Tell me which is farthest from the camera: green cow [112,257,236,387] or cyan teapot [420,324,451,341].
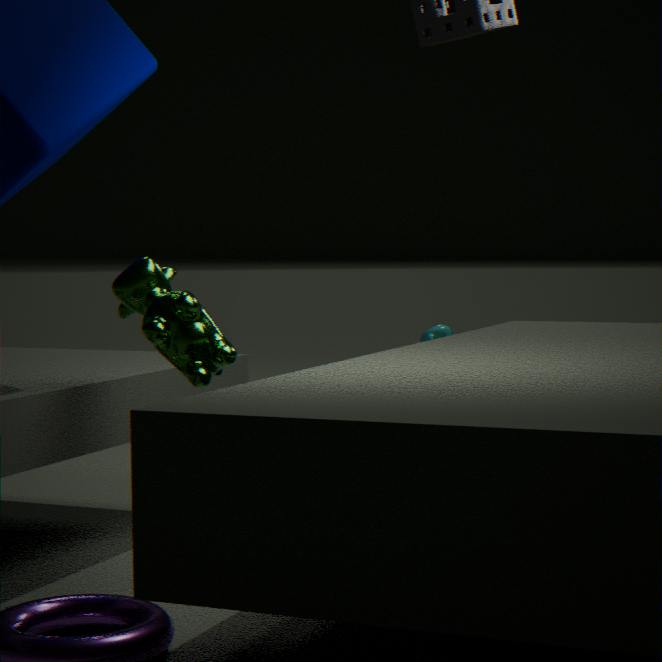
cyan teapot [420,324,451,341]
